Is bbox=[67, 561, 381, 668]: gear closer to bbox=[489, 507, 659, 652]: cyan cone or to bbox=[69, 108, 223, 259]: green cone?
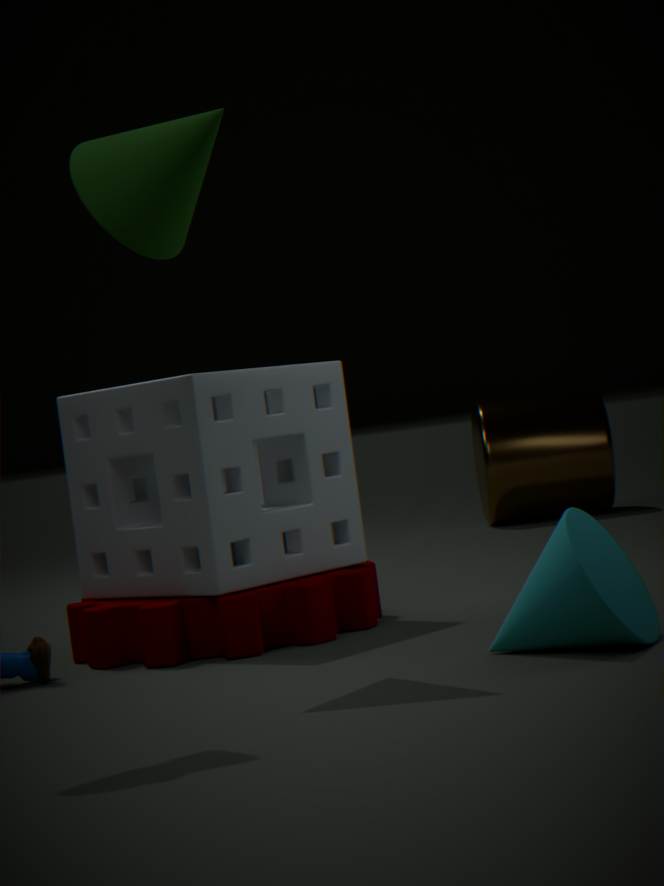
bbox=[489, 507, 659, 652]: cyan cone
